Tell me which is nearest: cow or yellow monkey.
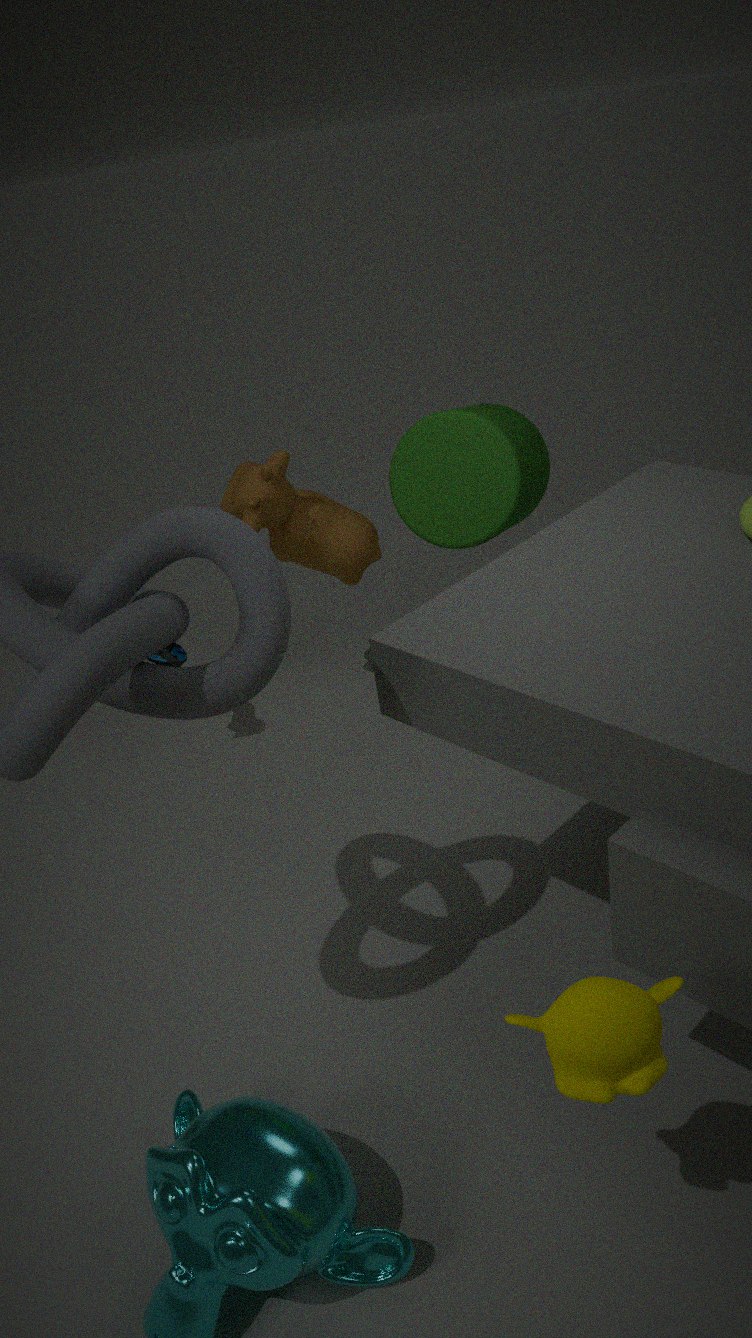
yellow monkey
